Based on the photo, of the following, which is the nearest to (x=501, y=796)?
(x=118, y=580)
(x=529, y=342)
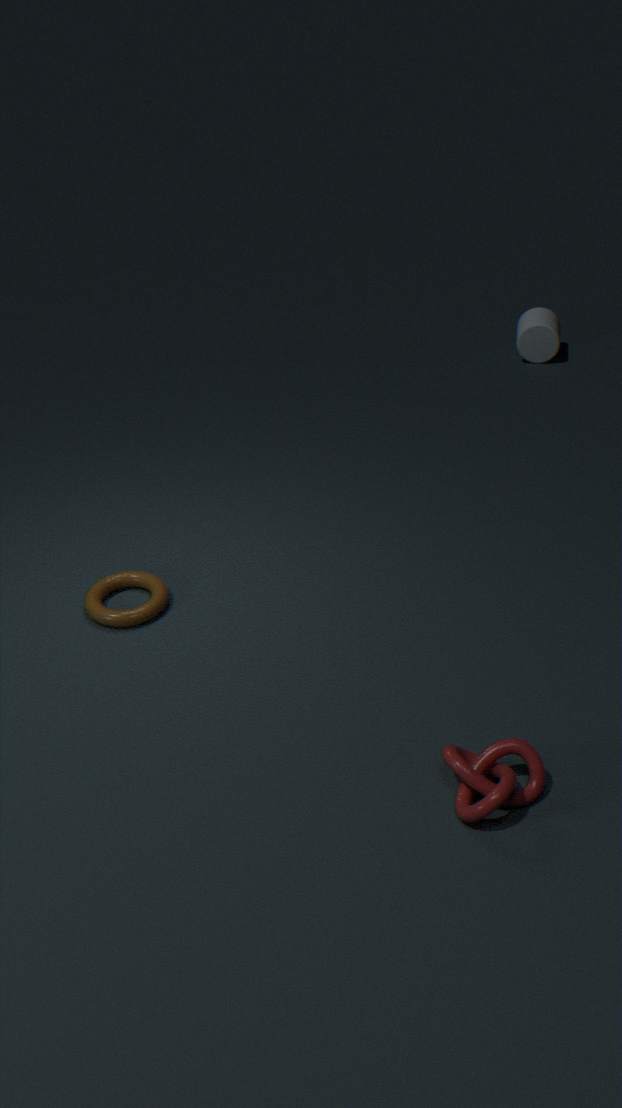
(x=118, y=580)
